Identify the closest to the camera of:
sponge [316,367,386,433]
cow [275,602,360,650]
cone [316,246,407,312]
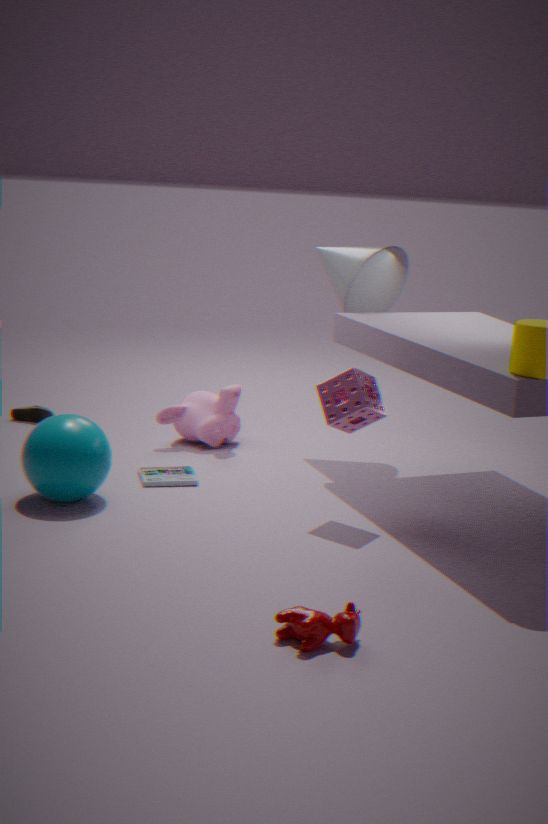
cow [275,602,360,650]
